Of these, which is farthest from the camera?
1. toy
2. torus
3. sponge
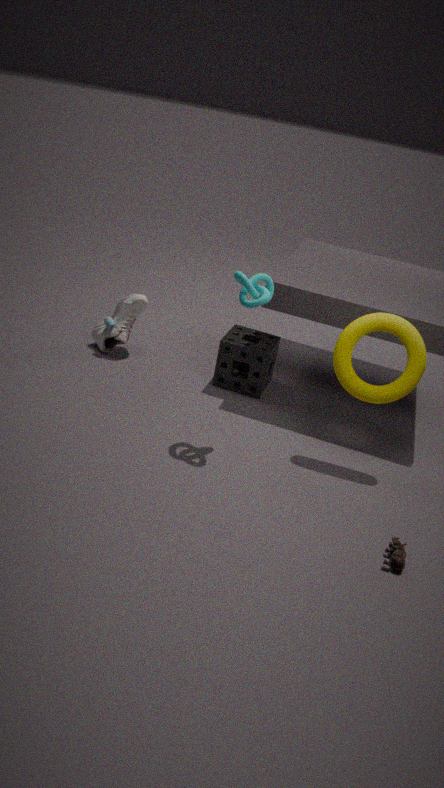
sponge
